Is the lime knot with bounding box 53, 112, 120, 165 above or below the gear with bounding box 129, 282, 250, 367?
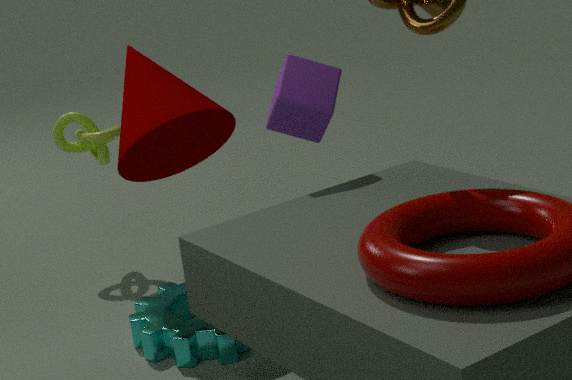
above
